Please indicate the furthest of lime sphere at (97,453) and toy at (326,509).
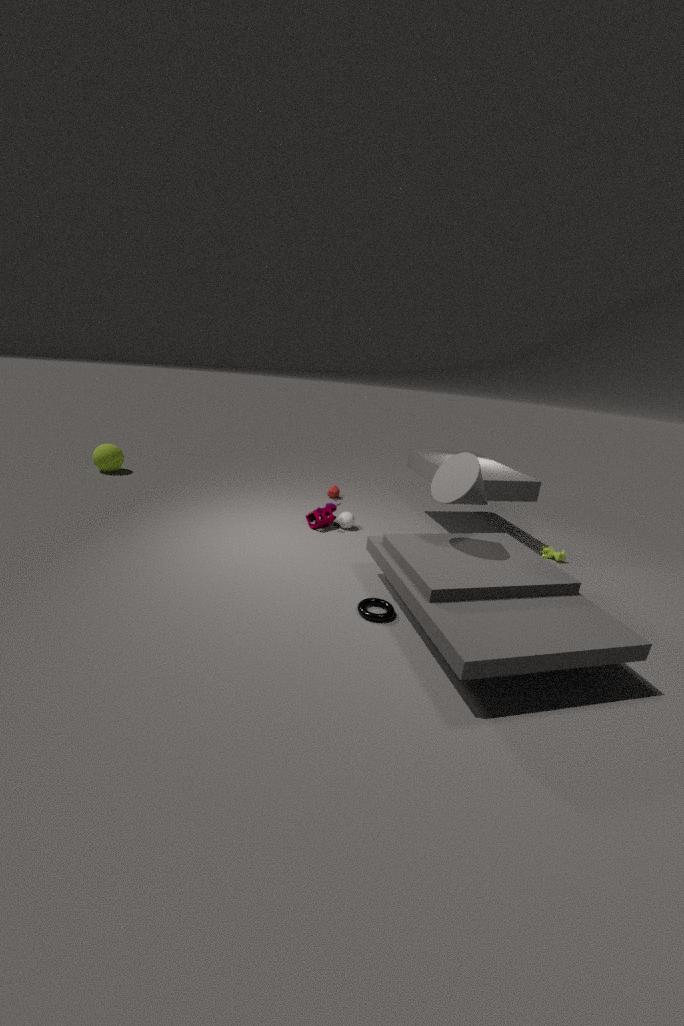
lime sphere at (97,453)
